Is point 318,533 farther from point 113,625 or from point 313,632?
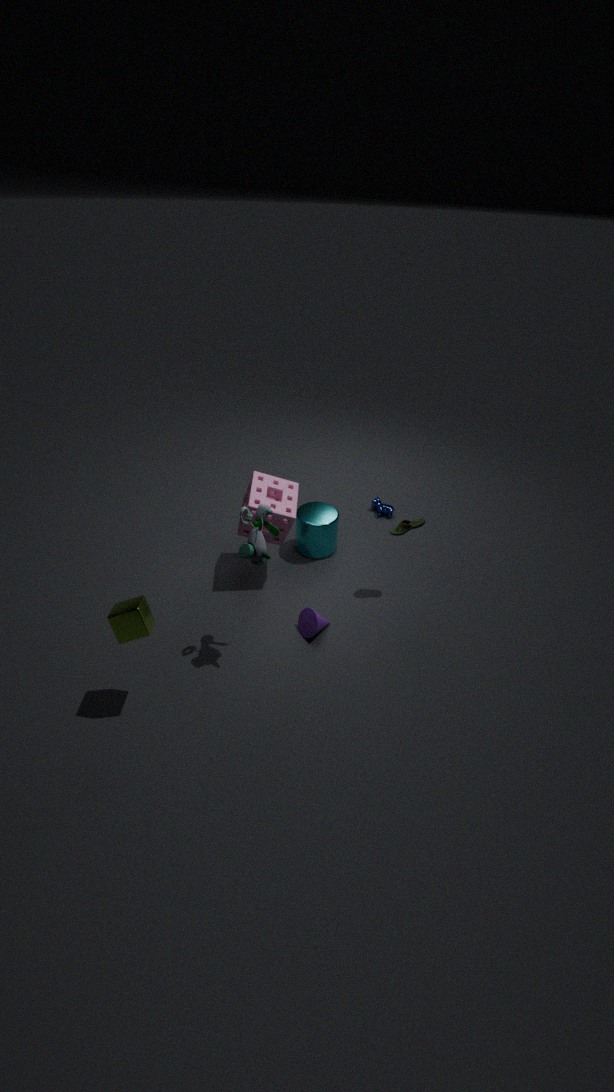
point 113,625
